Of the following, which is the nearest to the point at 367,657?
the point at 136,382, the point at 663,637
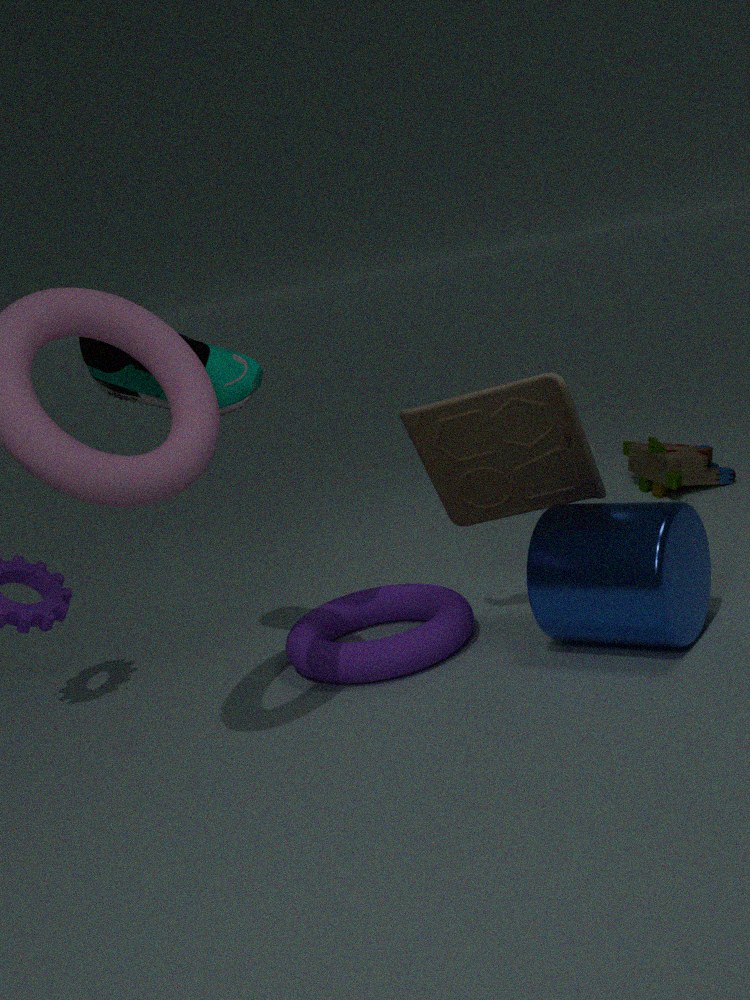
the point at 663,637
